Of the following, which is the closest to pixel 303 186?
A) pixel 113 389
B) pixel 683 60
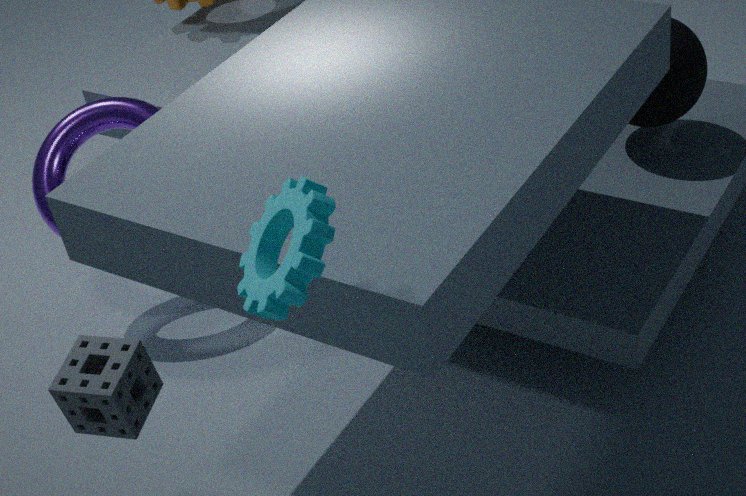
pixel 113 389
